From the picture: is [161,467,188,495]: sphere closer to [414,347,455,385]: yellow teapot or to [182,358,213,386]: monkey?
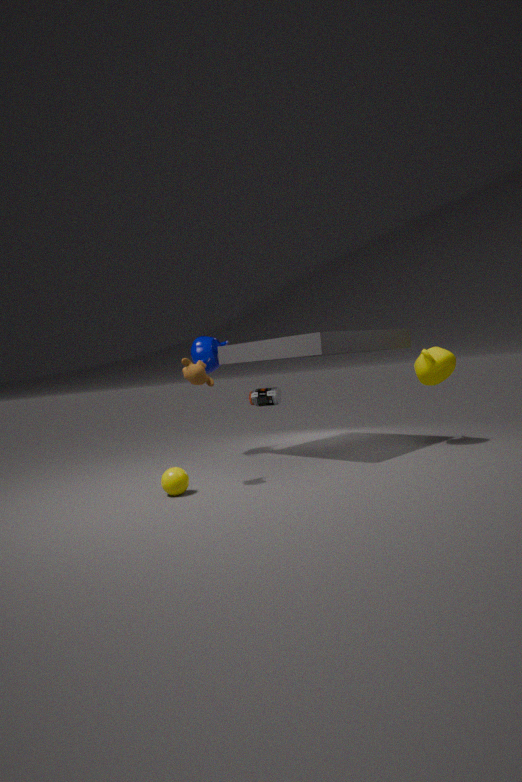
[182,358,213,386]: monkey
